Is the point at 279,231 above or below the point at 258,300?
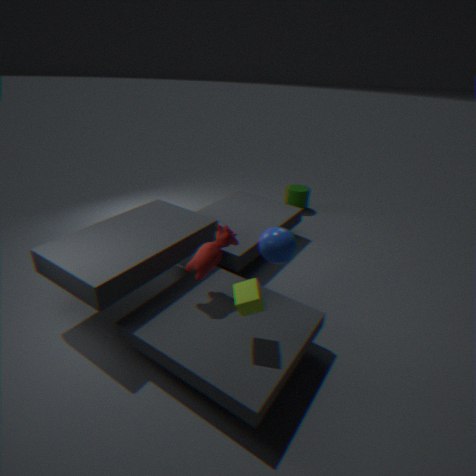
below
